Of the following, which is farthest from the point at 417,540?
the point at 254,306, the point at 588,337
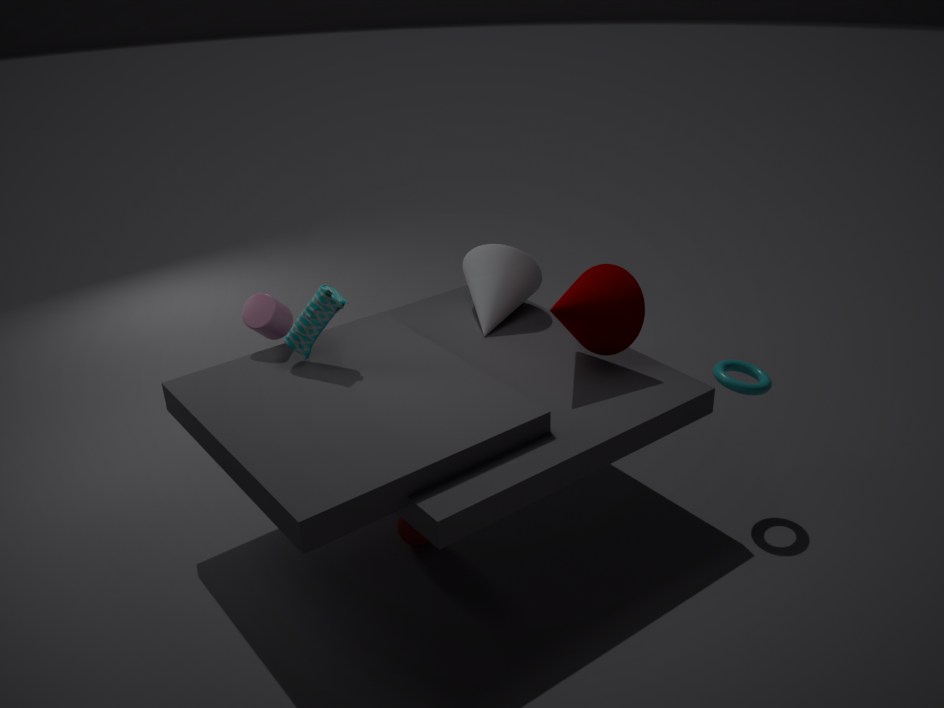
the point at 588,337
